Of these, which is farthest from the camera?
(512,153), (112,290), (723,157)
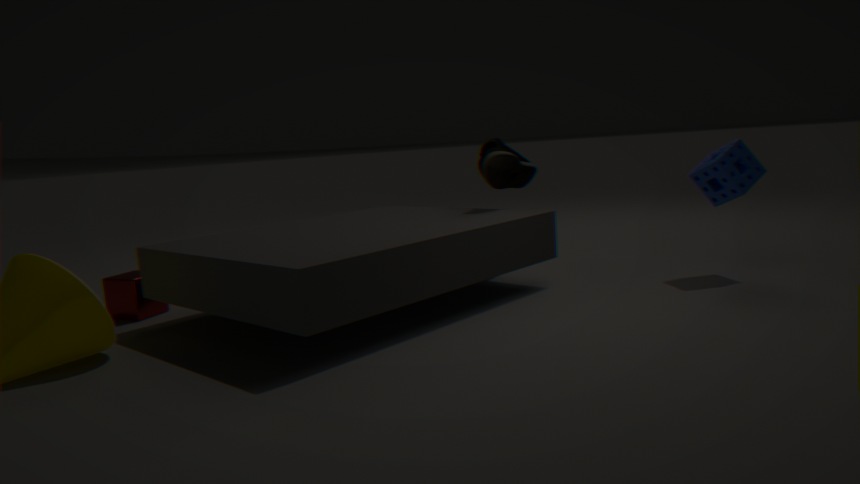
(512,153)
